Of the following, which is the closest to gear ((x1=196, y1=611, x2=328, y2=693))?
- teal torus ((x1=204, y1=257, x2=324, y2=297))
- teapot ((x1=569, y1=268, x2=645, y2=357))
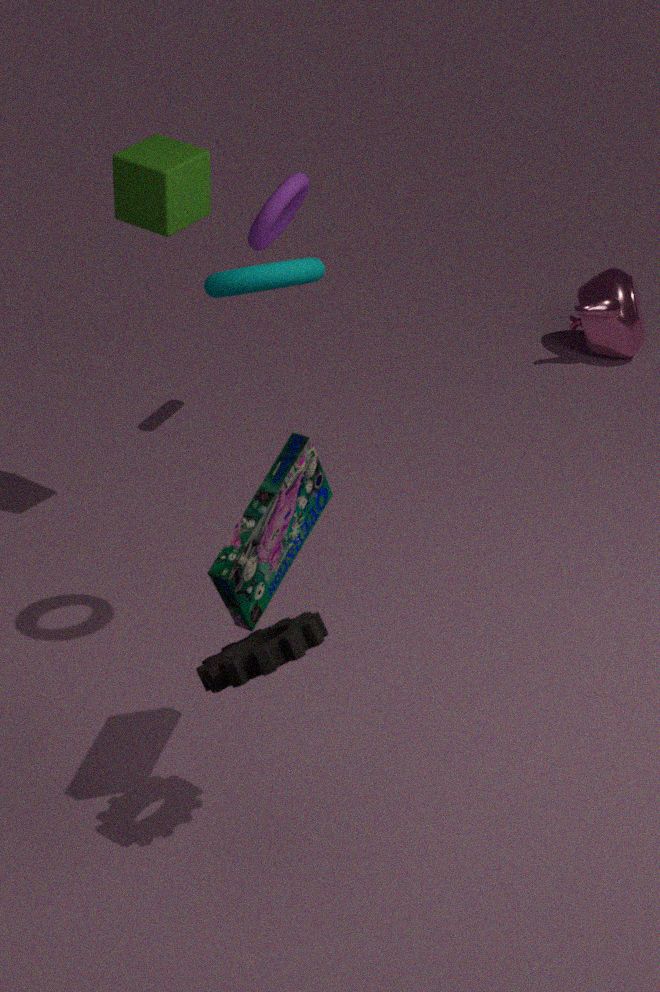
teal torus ((x1=204, y1=257, x2=324, y2=297))
